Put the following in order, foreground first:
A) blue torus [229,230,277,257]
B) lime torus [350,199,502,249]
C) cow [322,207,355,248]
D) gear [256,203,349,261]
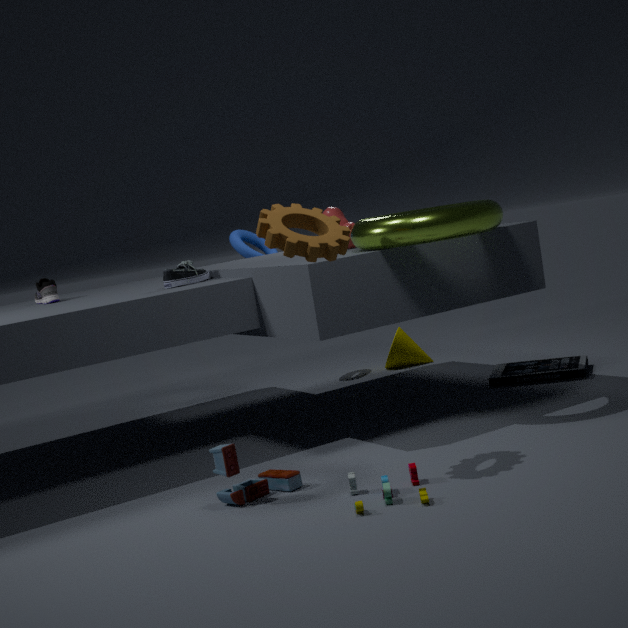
gear [256,203,349,261]
lime torus [350,199,502,249]
cow [322,207,355,248]
blue torus [229,230,277,257]
